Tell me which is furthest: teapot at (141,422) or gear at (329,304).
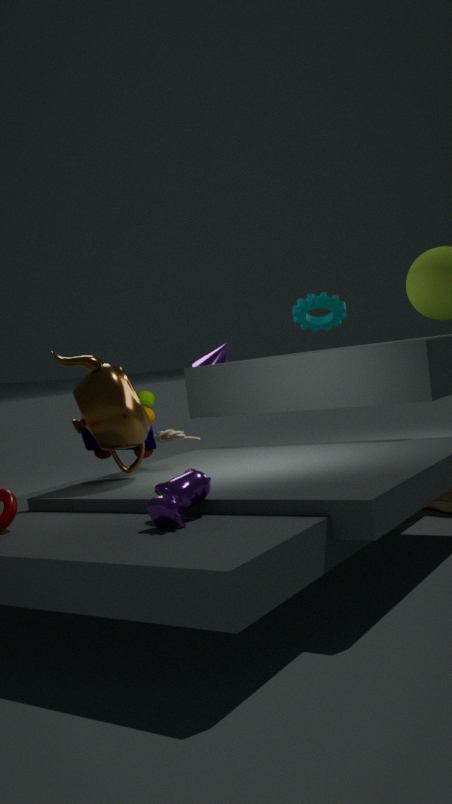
gear at (329,304)
